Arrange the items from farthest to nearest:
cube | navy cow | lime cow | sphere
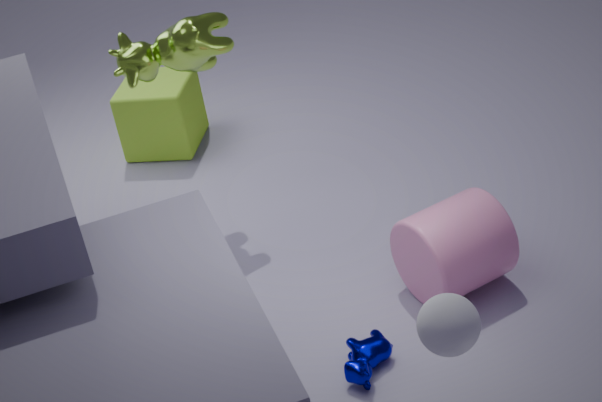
cube, lime cow, navy cow, sphere
